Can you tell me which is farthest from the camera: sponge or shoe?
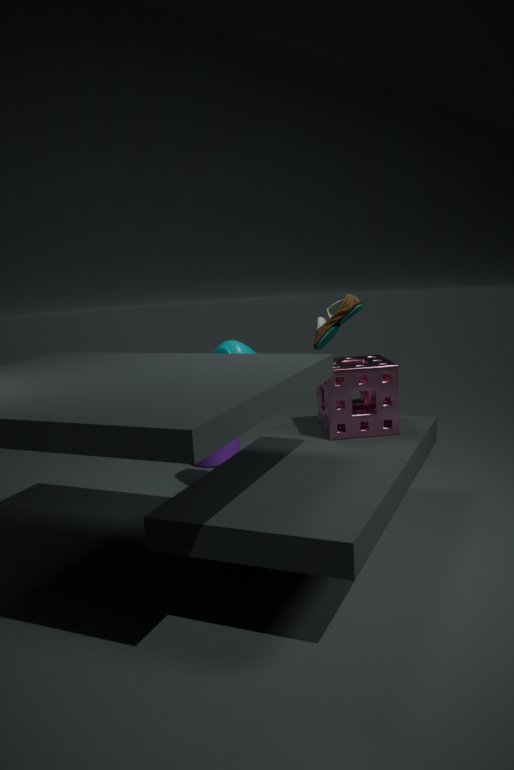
shoe
